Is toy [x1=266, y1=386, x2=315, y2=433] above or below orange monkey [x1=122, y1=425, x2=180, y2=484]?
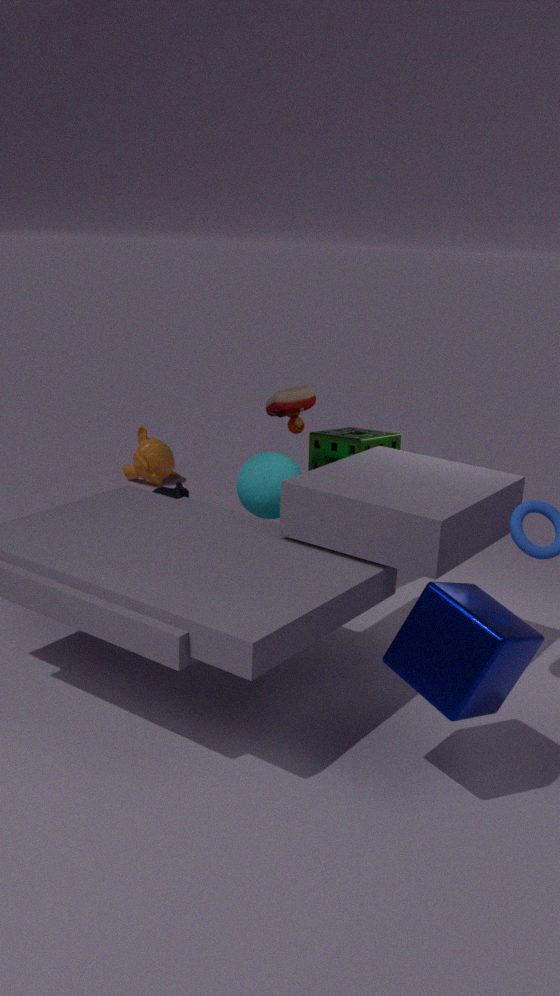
above
